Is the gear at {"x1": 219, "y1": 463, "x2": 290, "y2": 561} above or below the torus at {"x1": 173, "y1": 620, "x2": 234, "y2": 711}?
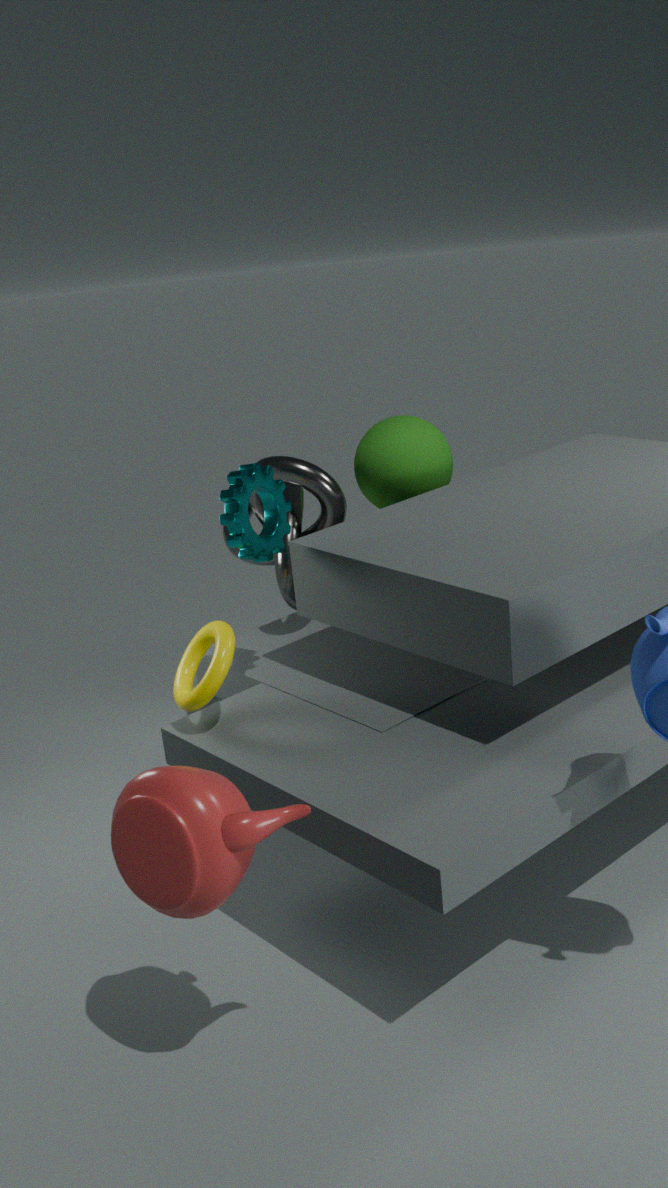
above
